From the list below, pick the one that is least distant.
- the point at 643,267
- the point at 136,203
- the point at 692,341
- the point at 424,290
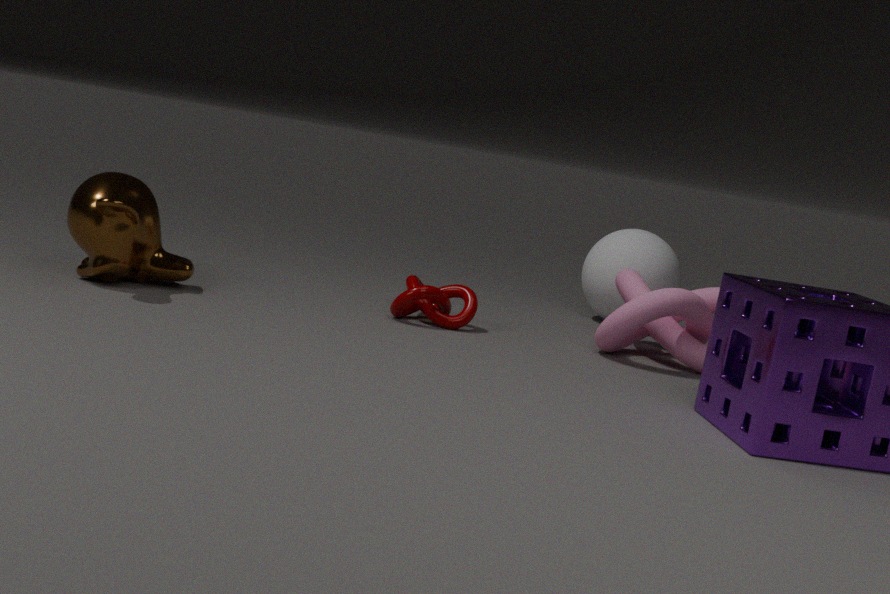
the point at 136,203
